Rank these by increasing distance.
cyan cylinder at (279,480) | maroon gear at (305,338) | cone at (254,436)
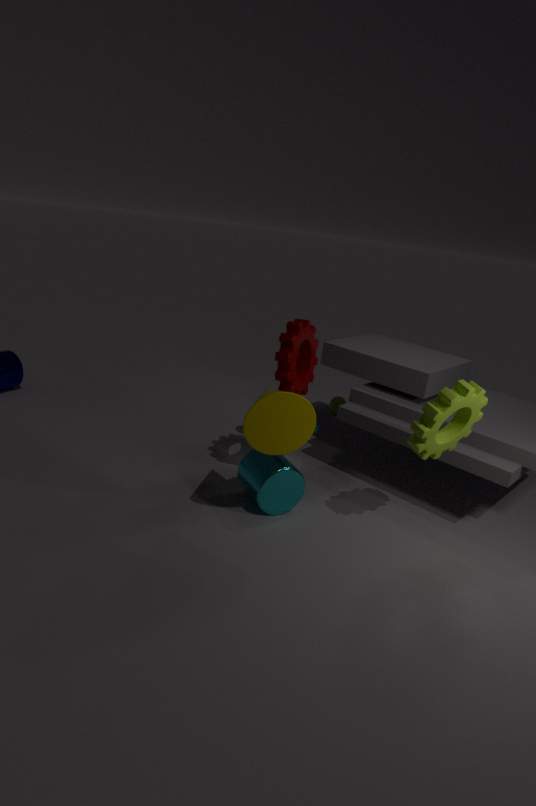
cone at (254,436)
cyan cylinder at (279,480)
maroon gear at (305,338)
